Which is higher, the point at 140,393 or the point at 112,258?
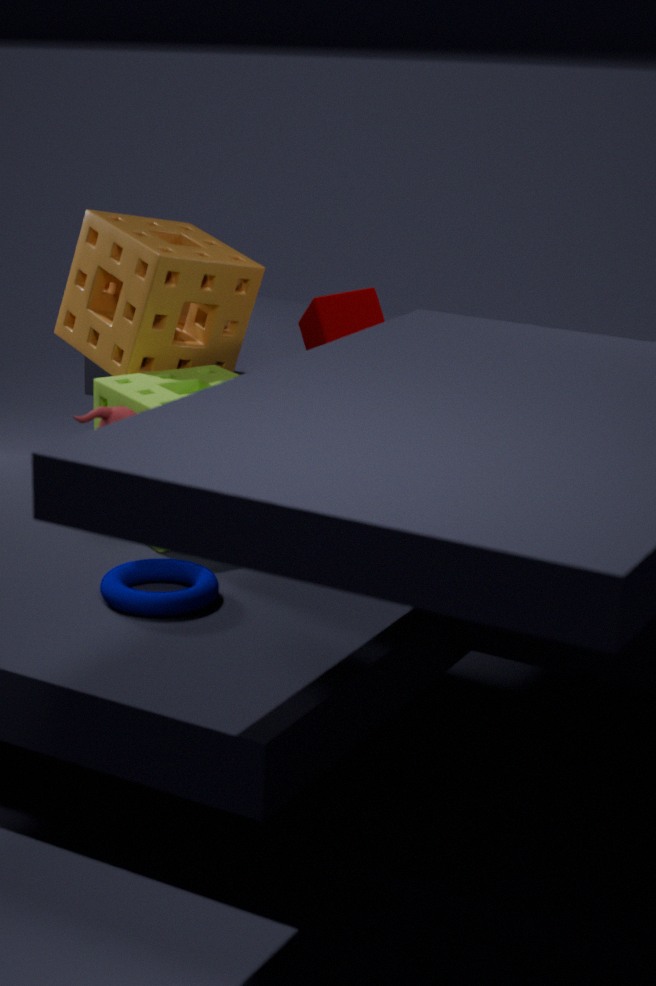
the point at 112,258
